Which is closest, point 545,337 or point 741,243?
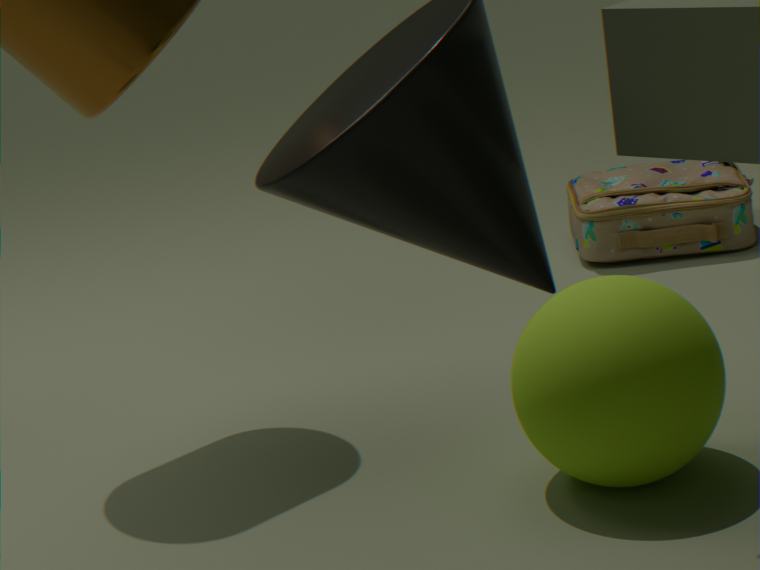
point 545,337
